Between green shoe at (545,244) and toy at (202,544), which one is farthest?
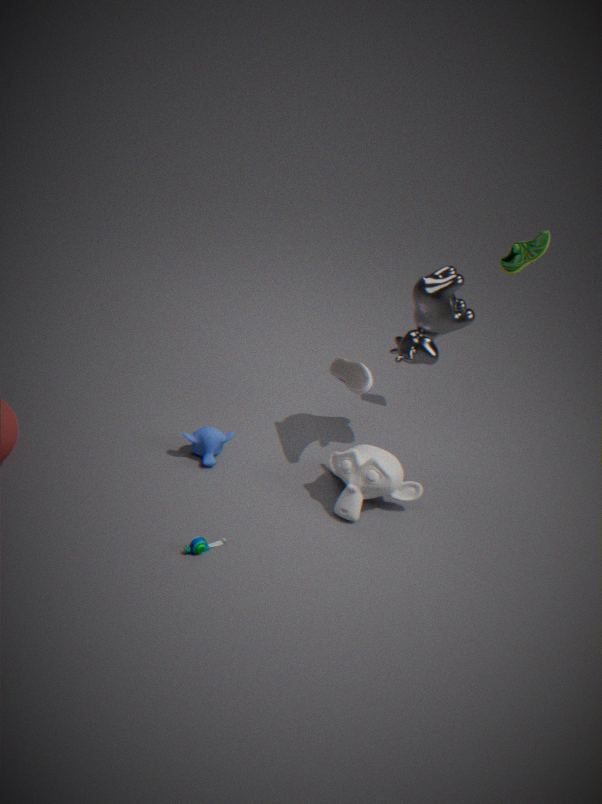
green shoe at (545,244)
